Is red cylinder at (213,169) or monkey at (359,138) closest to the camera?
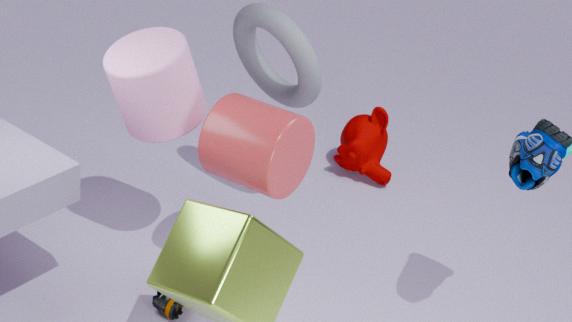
red cylinder at (213,169)
